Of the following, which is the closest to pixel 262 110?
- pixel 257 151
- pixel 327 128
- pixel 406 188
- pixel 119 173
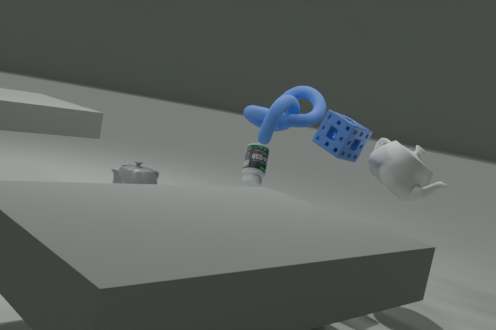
pixel 257 151
